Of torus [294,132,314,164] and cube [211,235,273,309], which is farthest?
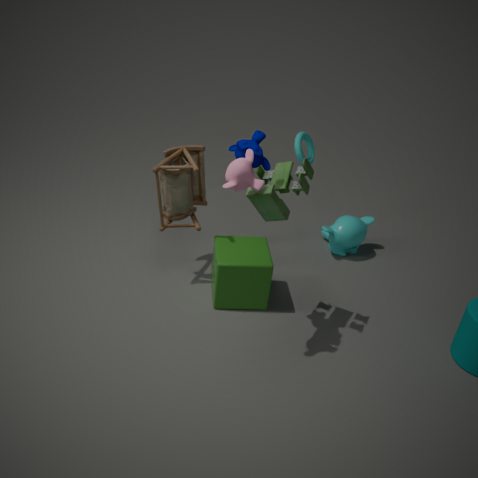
torus [294,132,314,164]
